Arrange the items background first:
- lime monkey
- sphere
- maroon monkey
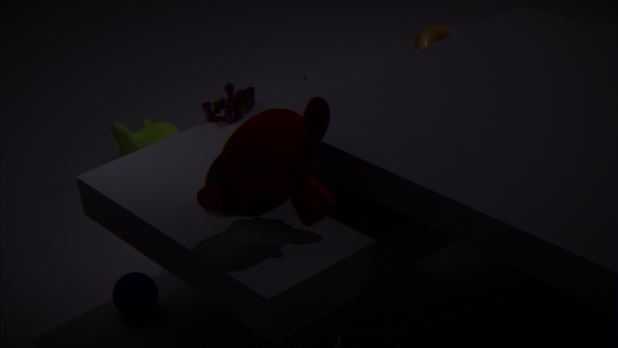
lime monkey, sphere, maroon monkey
